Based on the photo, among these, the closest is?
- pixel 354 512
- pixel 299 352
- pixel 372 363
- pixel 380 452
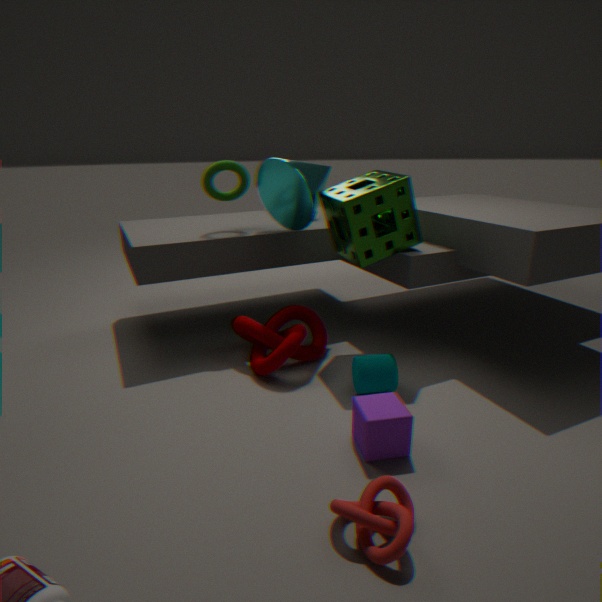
pixel 354 512
